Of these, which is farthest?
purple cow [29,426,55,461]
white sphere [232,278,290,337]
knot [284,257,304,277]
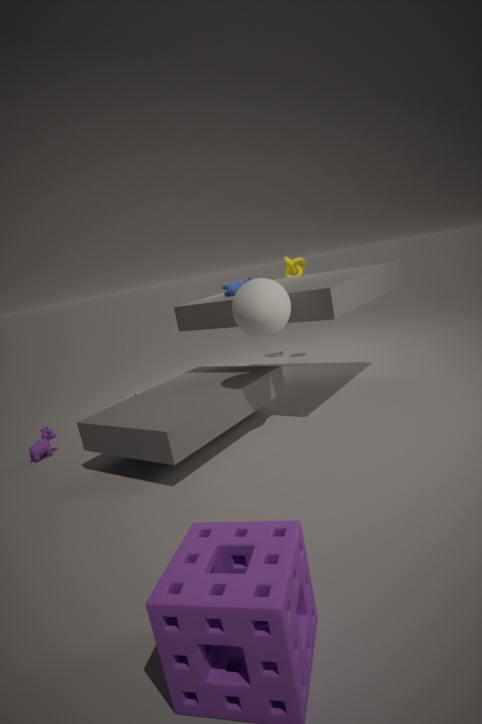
knot [284,257,304,277]
